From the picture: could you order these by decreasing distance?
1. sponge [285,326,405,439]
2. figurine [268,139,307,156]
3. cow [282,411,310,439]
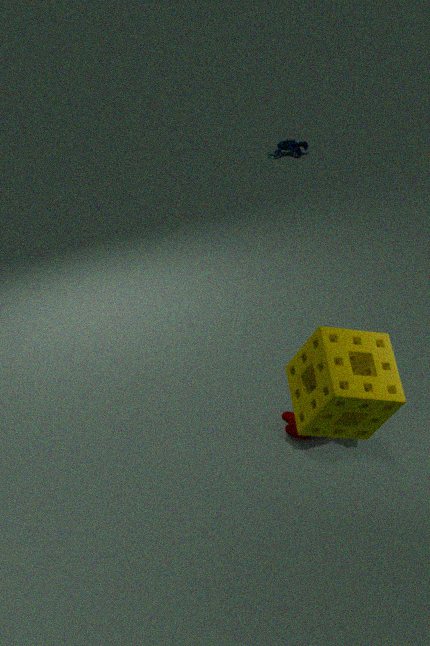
figurine [268,139,307,156] → cow [282,411,310,439] → sponge [285,326,405,439]
